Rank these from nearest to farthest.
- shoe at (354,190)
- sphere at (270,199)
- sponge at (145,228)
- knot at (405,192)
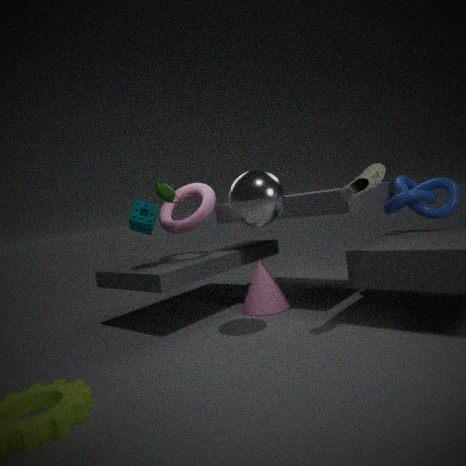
shoe at (354,190)
sphere at (270,199)
knot at (405,192)
sponge at (145,228)
